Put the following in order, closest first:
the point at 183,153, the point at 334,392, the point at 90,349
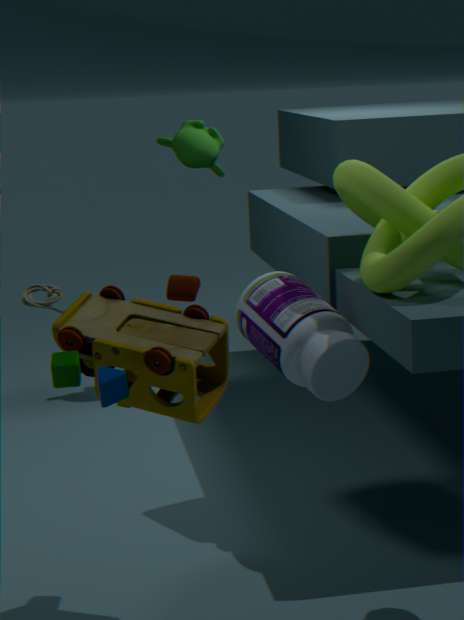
the point at 90,349
the point at 334,392
the point at 183,153
